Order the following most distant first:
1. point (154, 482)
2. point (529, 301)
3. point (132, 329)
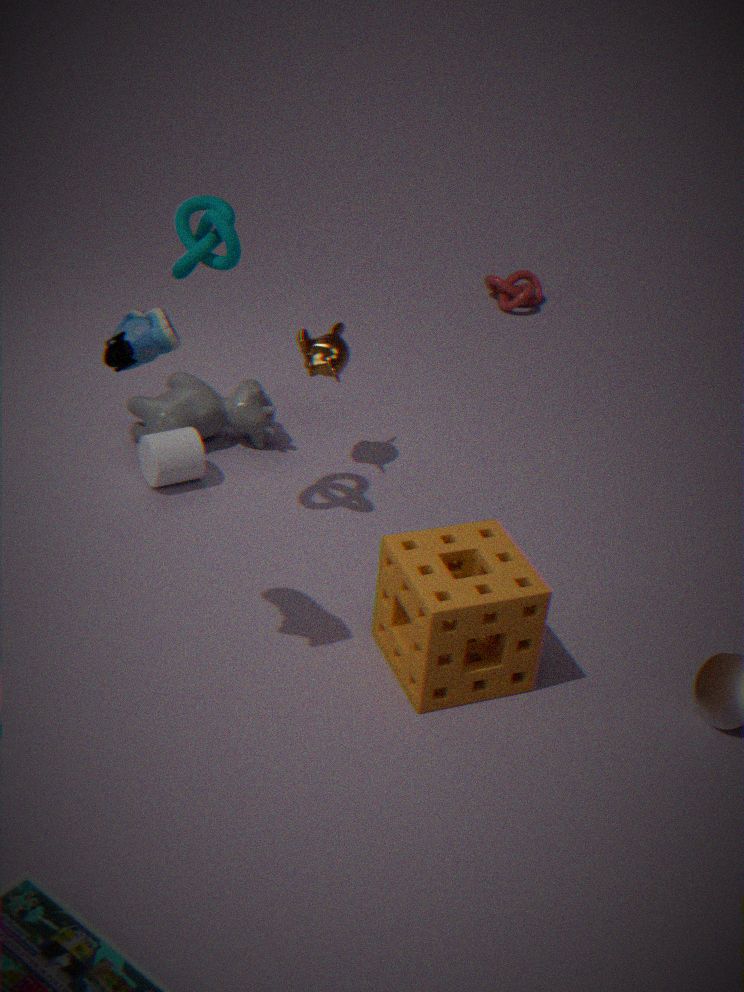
point (529, 301)
point (154, 482)
point (132, 329)
